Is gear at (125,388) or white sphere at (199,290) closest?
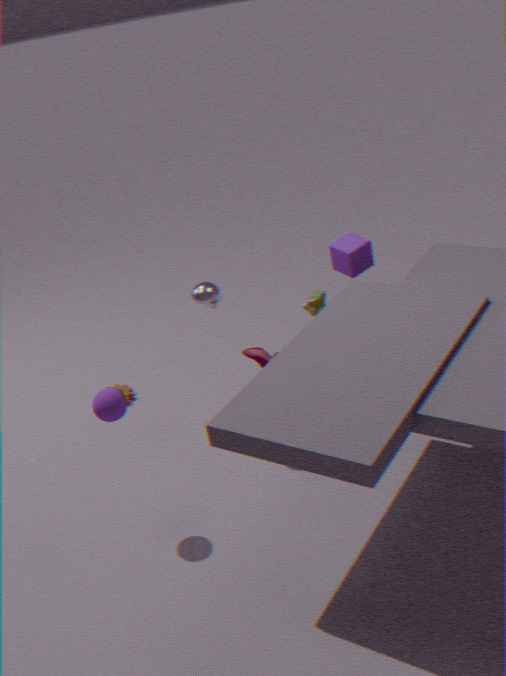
white sphere at (199,290)
